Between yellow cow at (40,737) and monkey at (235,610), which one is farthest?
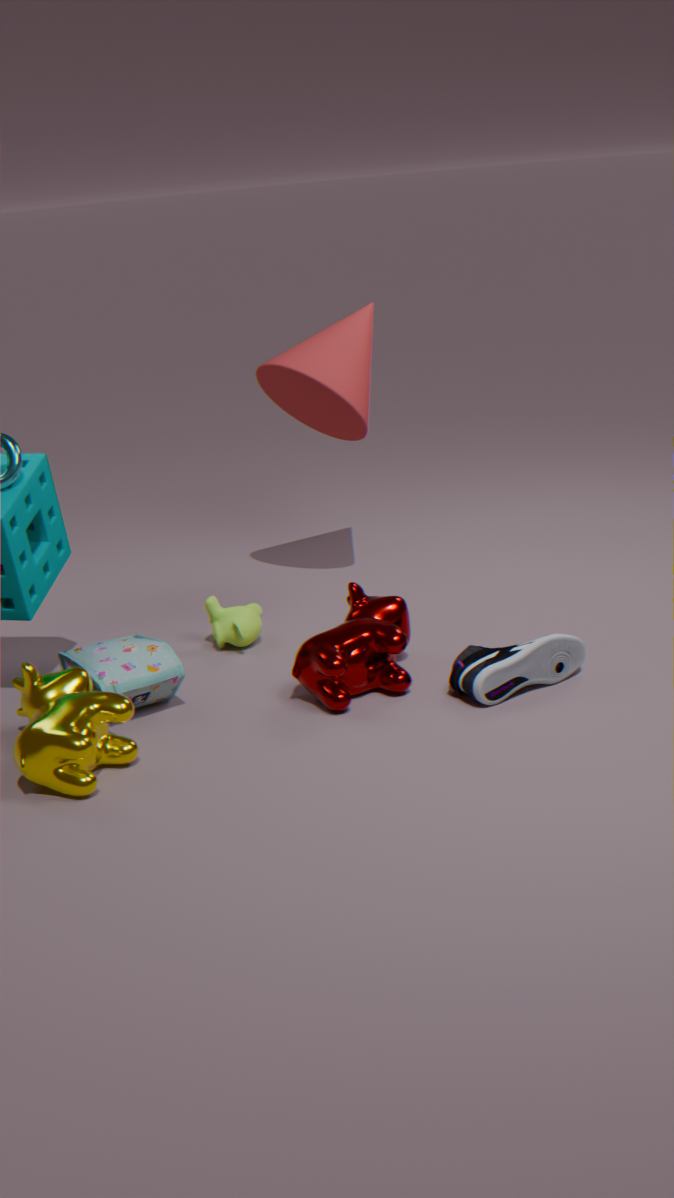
monkey at (235,610)
